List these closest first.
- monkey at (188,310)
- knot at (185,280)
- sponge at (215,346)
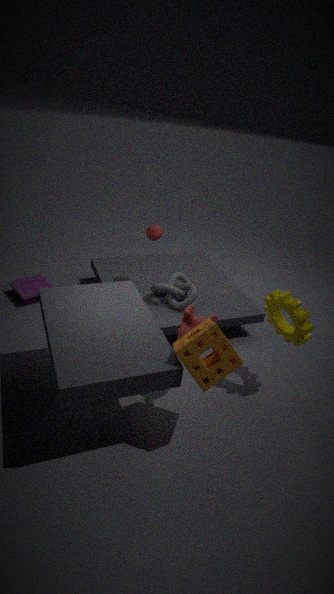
sponge at (215,346), monkey at (188,310), knot at (185,280)
